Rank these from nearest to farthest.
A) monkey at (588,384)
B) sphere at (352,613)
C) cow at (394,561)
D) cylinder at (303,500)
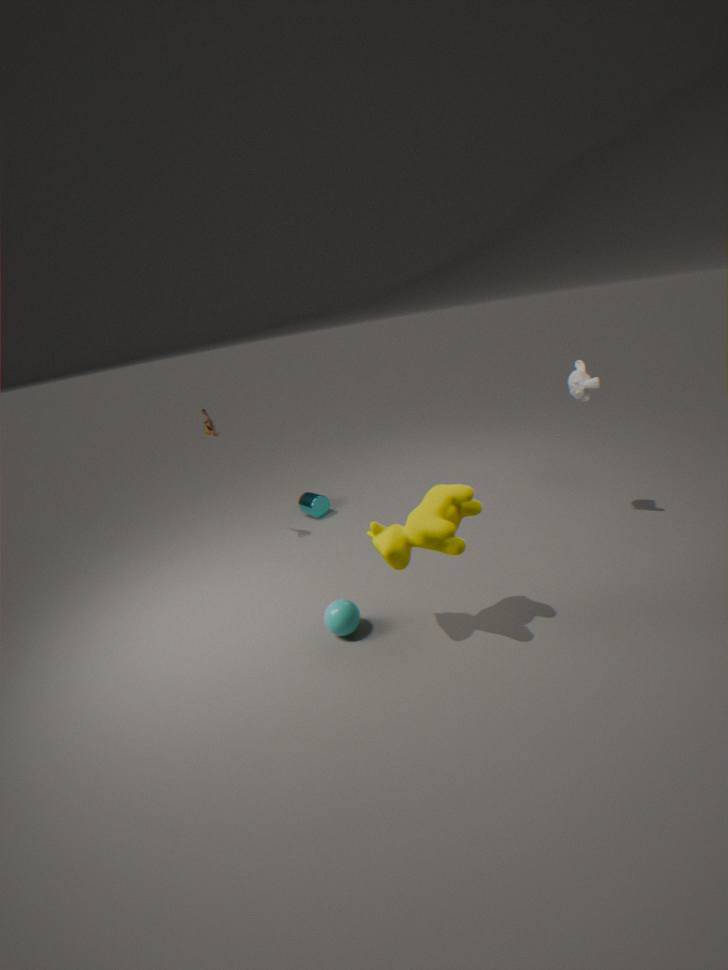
cow at (394,561) < sphere at (352,613) < monkey at (588,384) < cylinder at (303,500)
